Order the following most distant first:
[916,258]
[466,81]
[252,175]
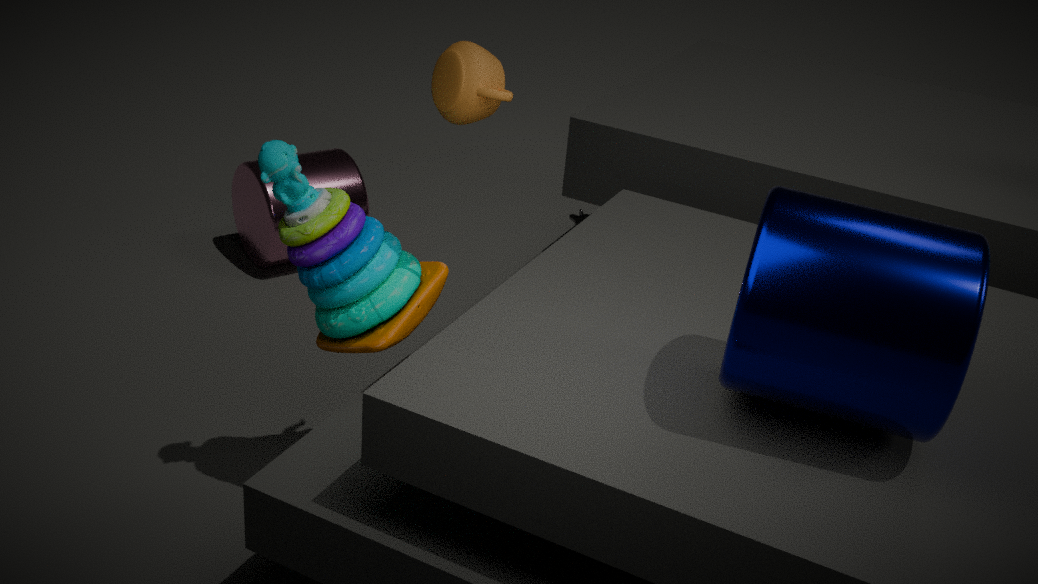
[252,175] < [466,81] < [916,258]
